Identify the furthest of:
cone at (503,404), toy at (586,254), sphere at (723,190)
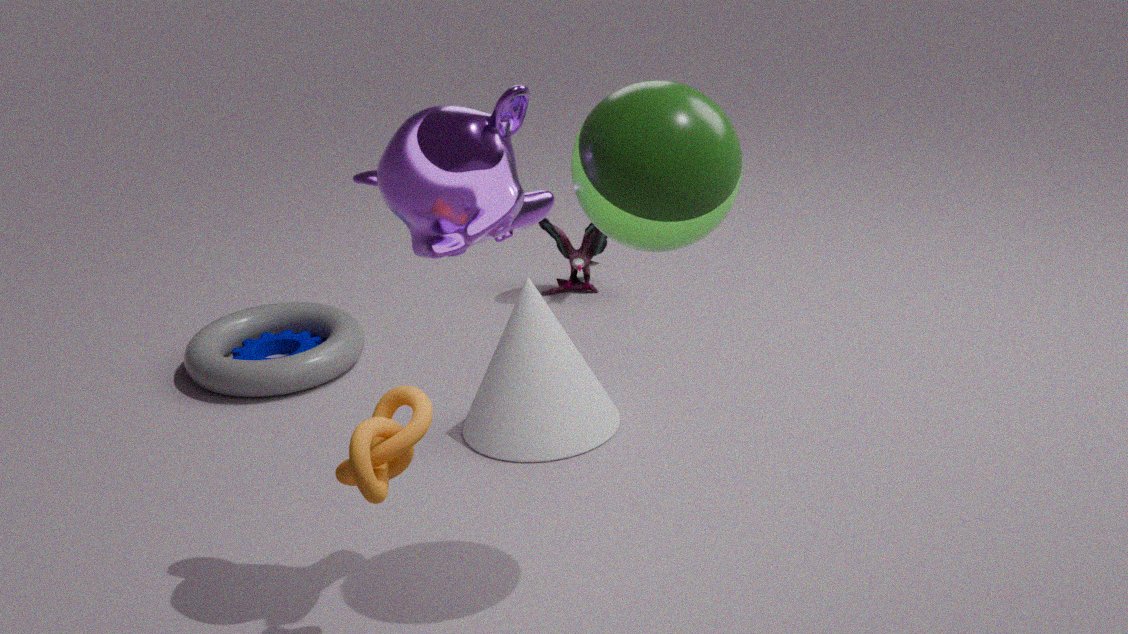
toy at (586,254)
